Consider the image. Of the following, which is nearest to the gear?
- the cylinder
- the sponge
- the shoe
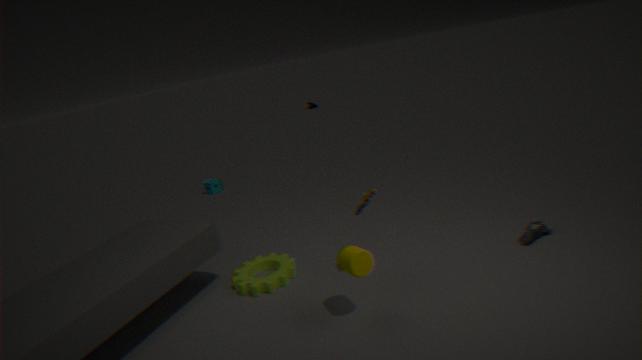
the cylinder
